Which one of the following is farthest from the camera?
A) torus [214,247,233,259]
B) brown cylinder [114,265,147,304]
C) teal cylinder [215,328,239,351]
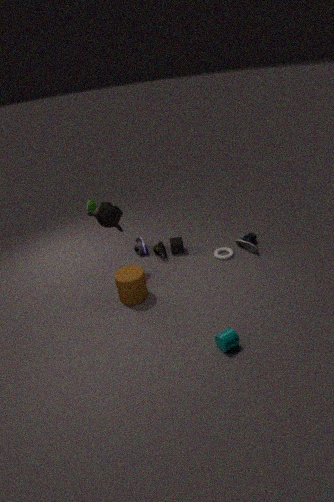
torus [214,247,233,259]
